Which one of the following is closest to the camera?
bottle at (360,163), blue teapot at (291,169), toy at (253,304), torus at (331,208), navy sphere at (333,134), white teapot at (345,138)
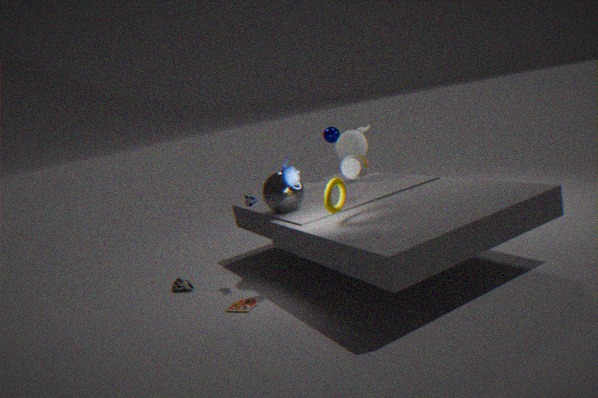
torus at (331,208)
